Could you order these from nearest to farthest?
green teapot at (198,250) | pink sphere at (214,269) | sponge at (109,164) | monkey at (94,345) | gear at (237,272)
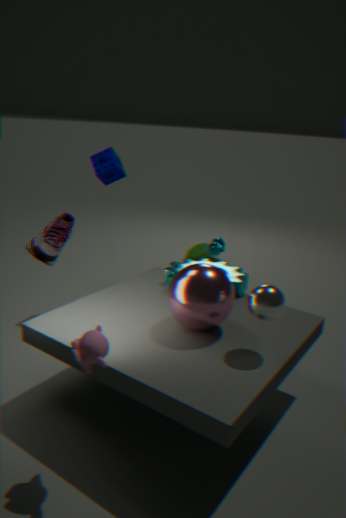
monkey at (94,345)
pink sphere at (214,269)
gear at (237,272)
sponge at (109,164)
green teapot at (198,250)
